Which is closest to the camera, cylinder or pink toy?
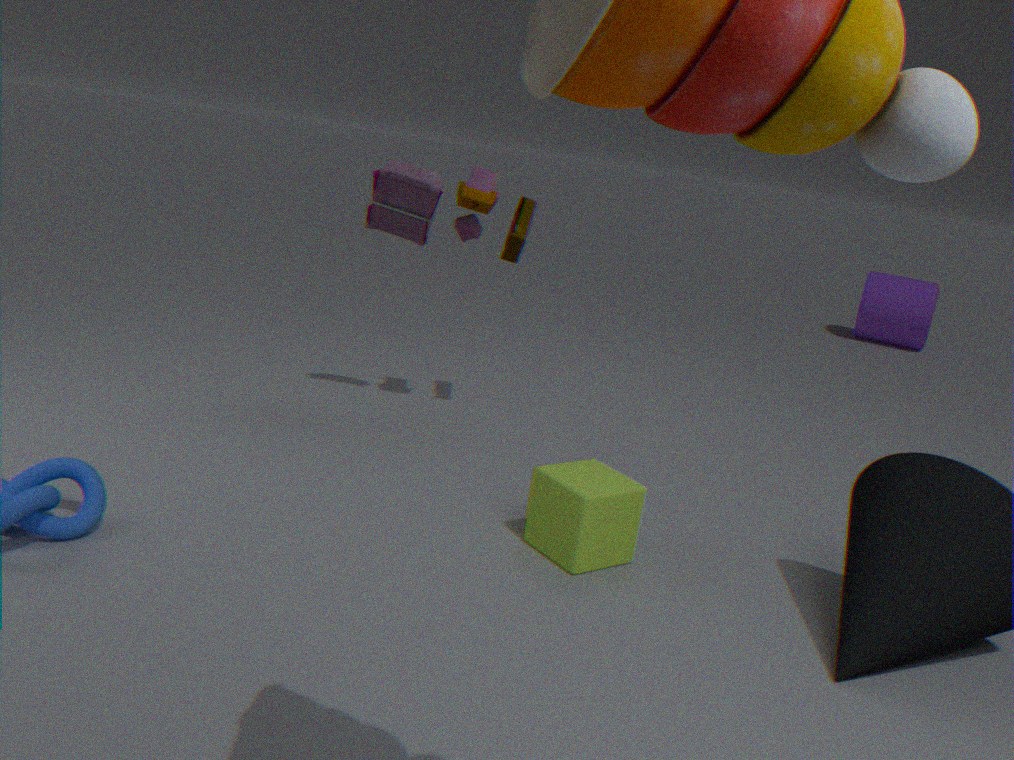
pink toy
